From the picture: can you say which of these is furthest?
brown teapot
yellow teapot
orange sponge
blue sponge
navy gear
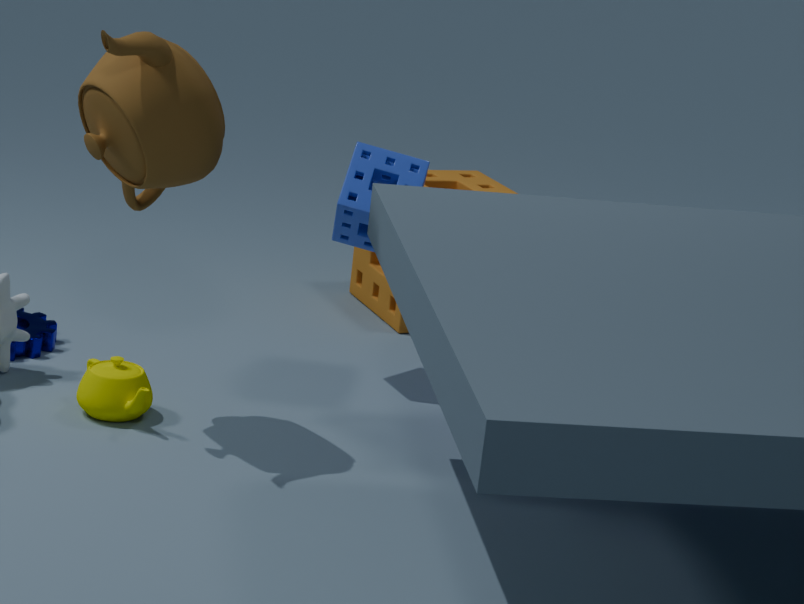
orange sponge
